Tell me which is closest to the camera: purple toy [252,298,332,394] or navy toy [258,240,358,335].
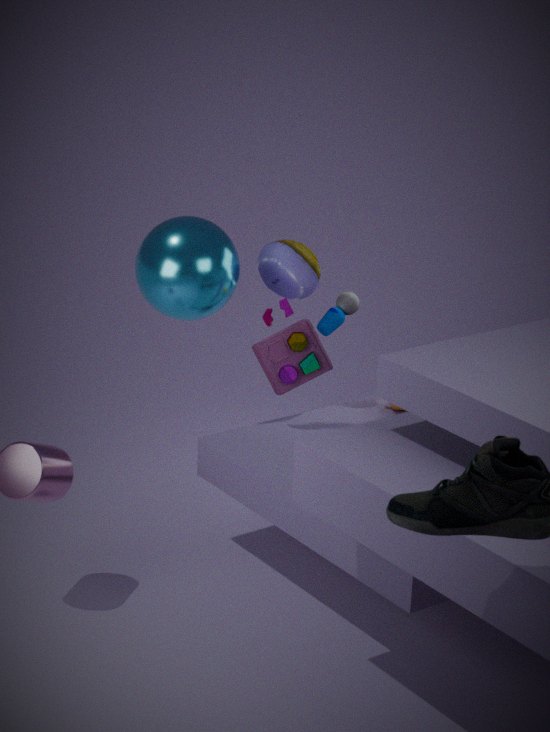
purple toy [252,298,332,394]
